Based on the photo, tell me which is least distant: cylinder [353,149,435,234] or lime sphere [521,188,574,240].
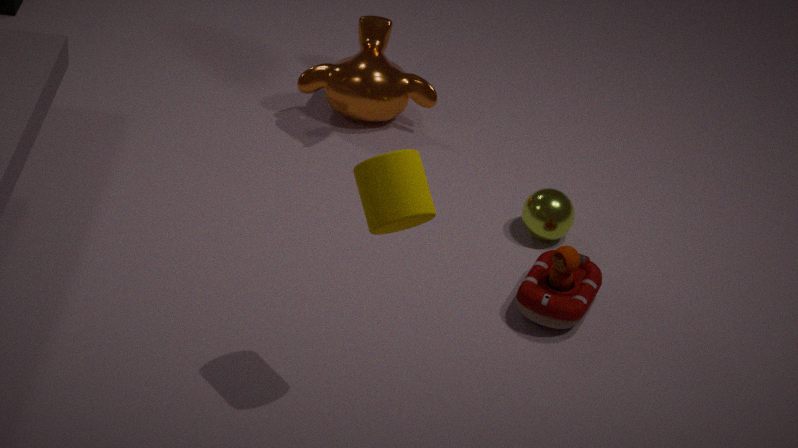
cylinder [353,149,435,234]
